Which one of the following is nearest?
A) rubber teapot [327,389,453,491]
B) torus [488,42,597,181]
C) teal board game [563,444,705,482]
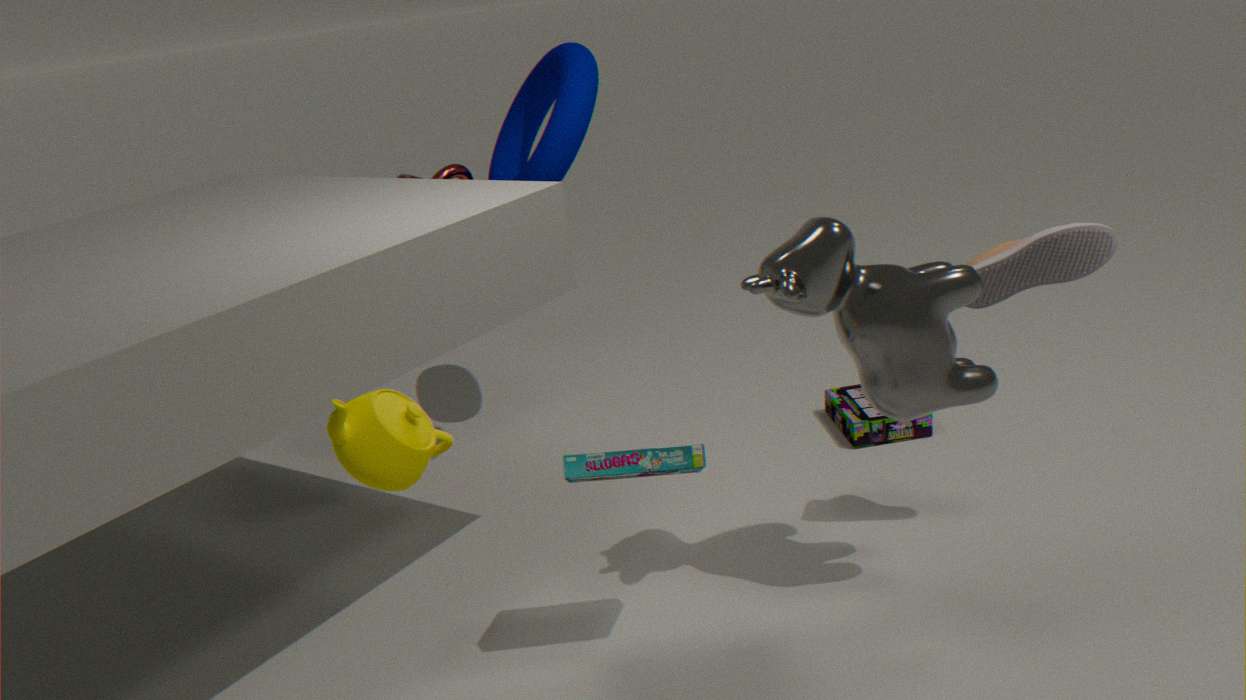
rubber teapot [327,389,453,491]
